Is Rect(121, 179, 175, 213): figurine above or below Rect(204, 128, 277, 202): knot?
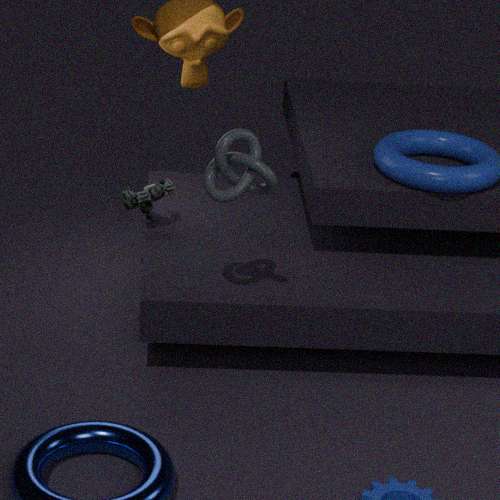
below
